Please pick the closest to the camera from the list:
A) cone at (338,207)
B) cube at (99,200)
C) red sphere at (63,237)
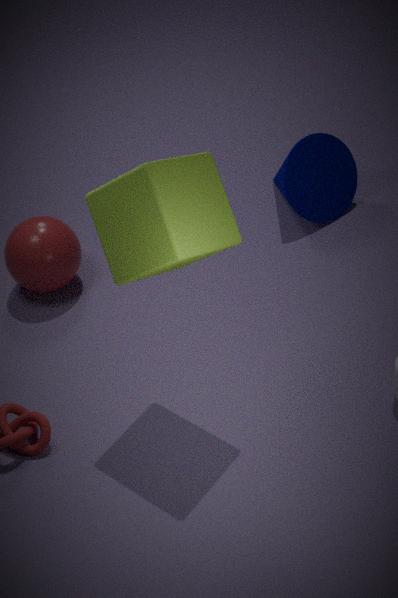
cube at (99,200)
